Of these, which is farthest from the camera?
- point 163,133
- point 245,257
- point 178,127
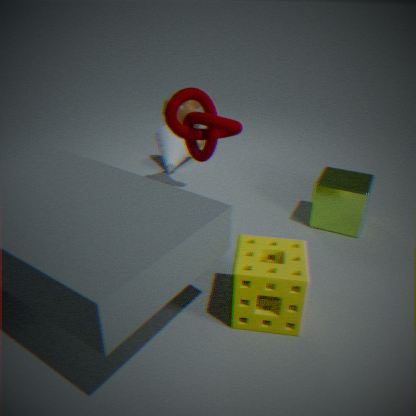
point 163,133
